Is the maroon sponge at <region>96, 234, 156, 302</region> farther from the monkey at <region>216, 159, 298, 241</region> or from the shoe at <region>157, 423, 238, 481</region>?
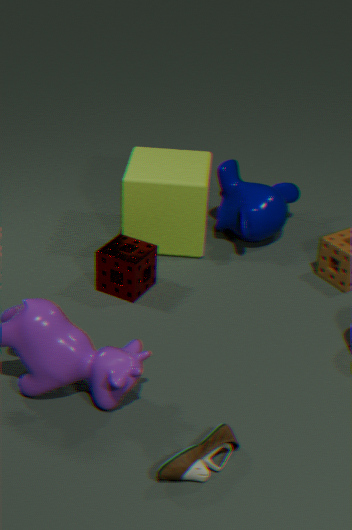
the shoe at <region>157, 423, 238, 481</region>
